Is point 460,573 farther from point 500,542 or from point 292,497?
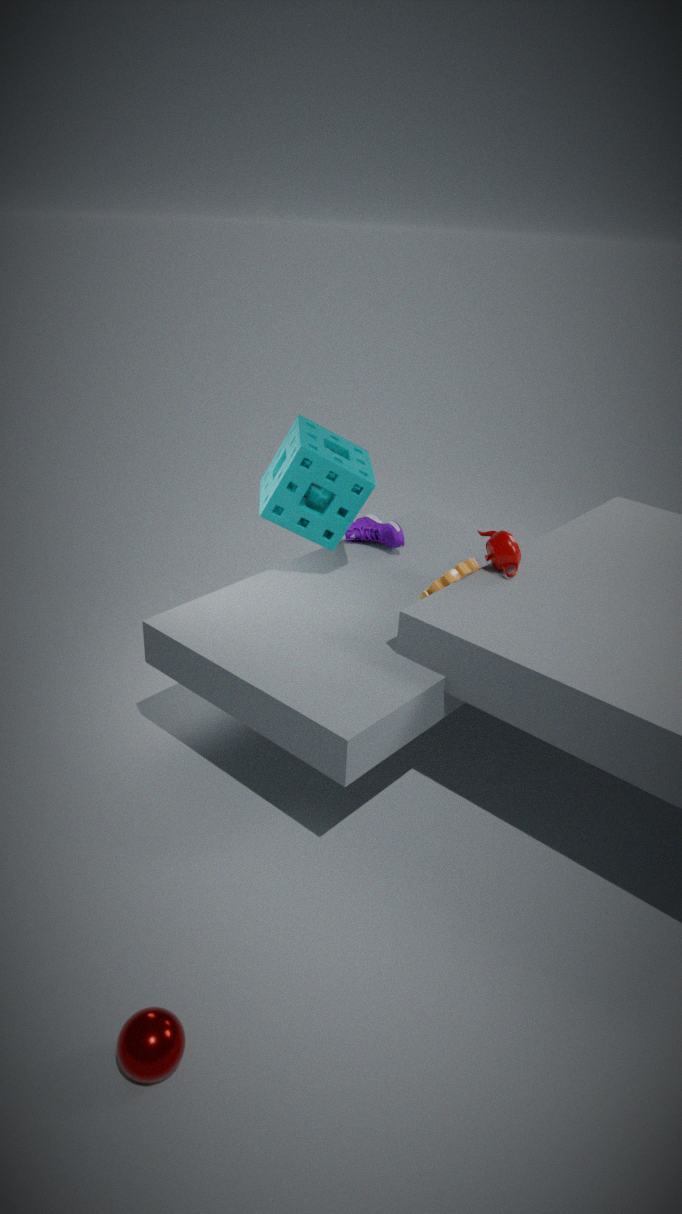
point 292,497
